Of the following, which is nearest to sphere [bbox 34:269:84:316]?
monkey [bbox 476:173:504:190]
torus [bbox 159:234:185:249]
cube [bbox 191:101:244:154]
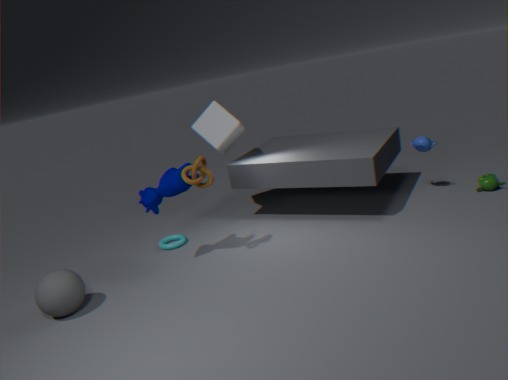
torus [bbox 159:234:185:249]
